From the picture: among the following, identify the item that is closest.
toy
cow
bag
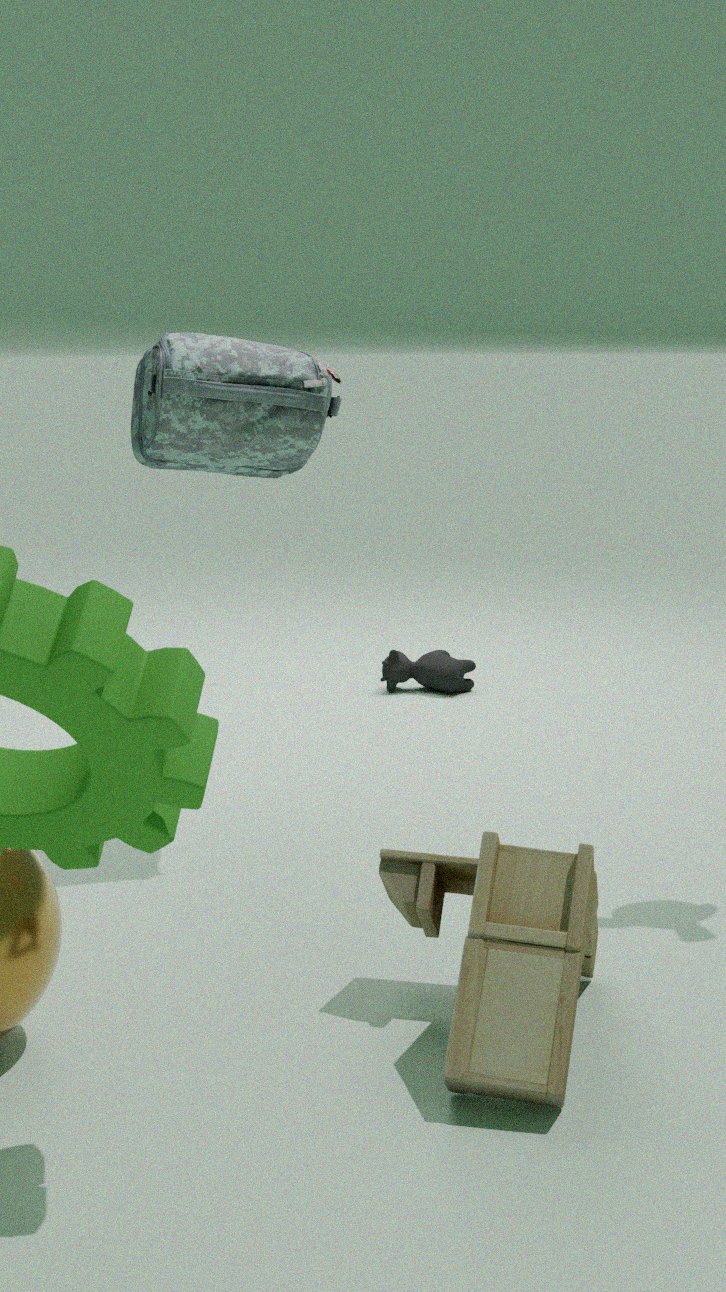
toy
